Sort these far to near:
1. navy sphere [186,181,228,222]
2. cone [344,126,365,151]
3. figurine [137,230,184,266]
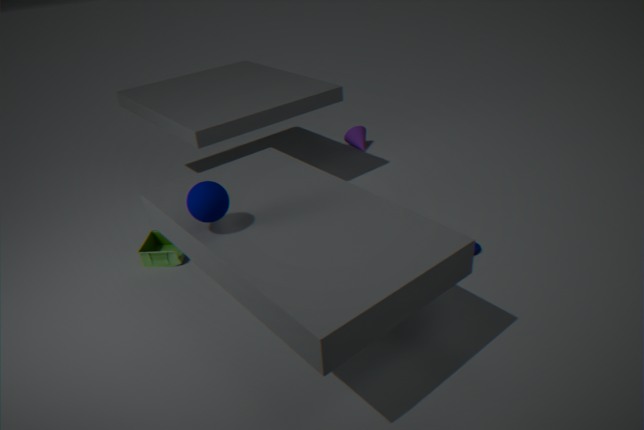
cone [344,126,365,151]
figurine [137,230,184,266]
navy sphere [186,181,228,222]
